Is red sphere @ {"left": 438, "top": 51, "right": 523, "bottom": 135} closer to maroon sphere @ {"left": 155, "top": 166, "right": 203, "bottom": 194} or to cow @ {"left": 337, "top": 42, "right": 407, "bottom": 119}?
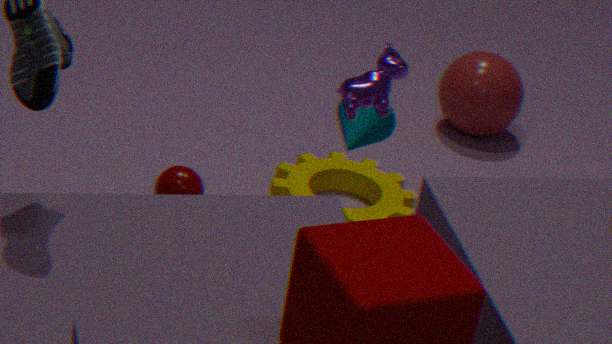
maroon sphere @ {"left": 155, "top": 166, "right": 203, "bottom": 194}
